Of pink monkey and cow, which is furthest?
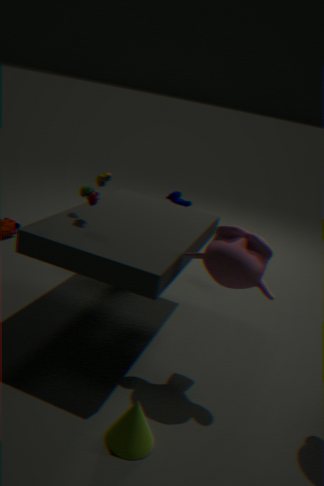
cow
